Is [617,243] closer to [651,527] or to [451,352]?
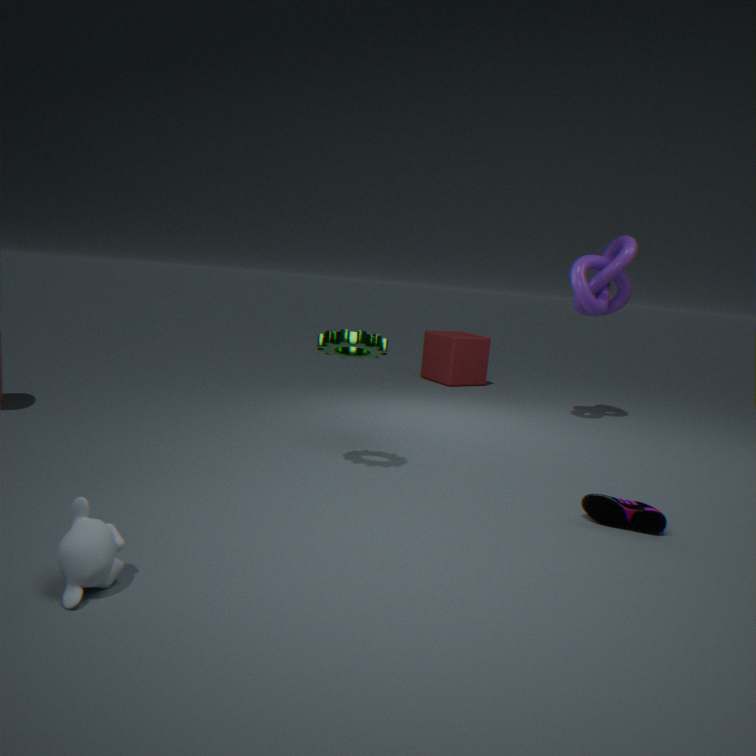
[451,352]
